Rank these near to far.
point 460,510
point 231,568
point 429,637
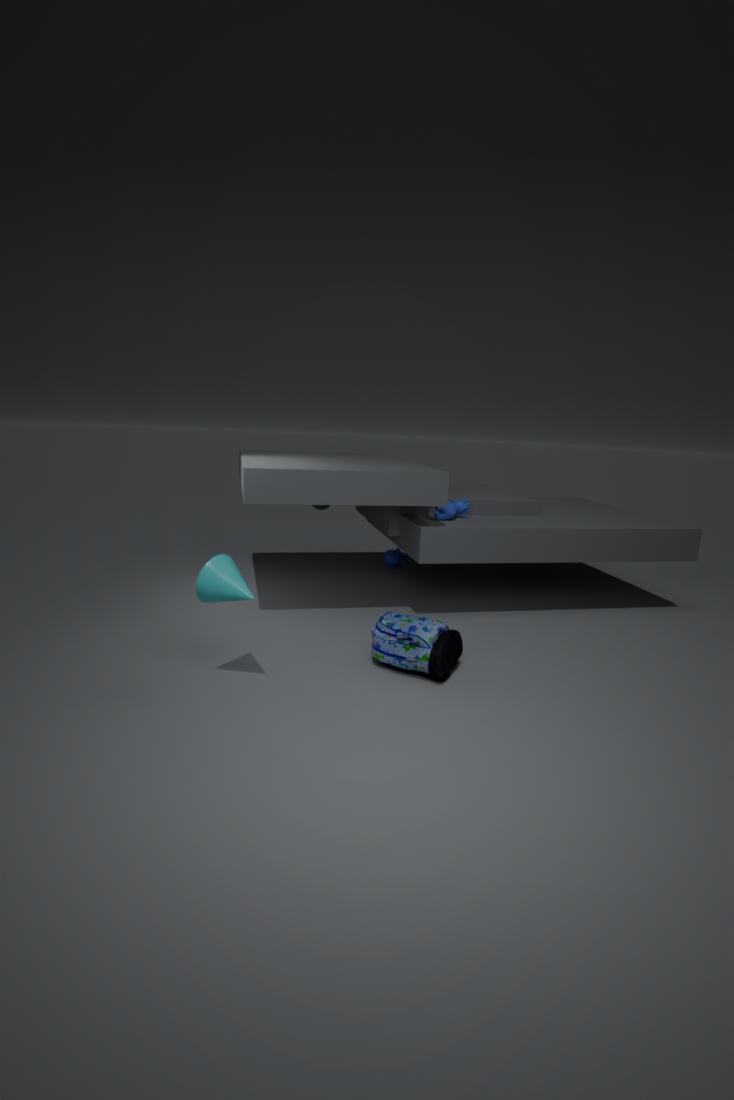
point 231,568 → point 429,637 → point 460,510
